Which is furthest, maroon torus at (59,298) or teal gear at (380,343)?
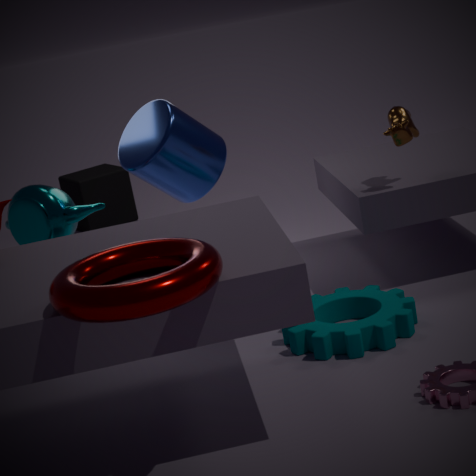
teal gear at (380,343)
